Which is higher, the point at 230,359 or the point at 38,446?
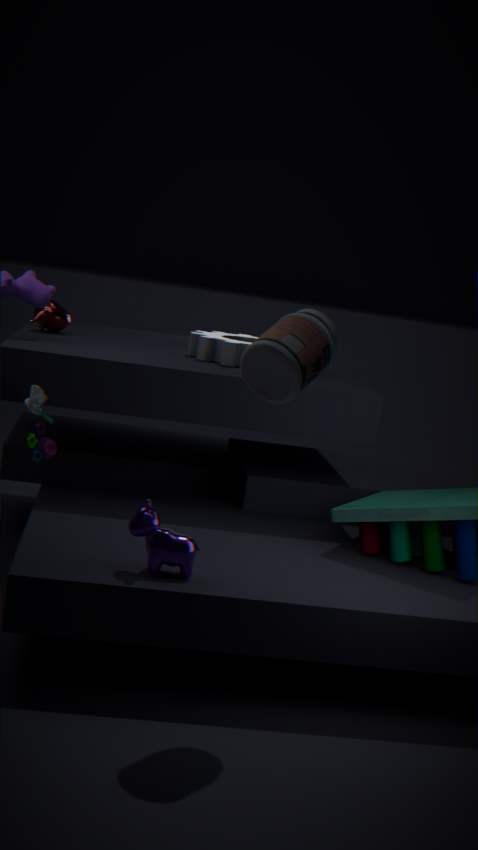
the point at 230,359
